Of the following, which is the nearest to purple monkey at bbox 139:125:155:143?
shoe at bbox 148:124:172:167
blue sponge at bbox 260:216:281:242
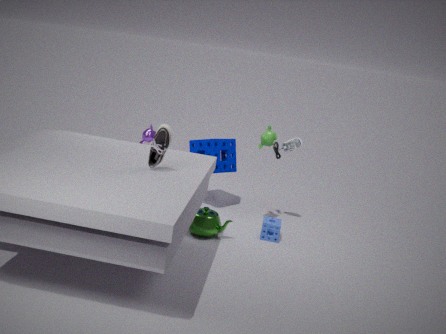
blue sponge at bbox 260:216:281:242
